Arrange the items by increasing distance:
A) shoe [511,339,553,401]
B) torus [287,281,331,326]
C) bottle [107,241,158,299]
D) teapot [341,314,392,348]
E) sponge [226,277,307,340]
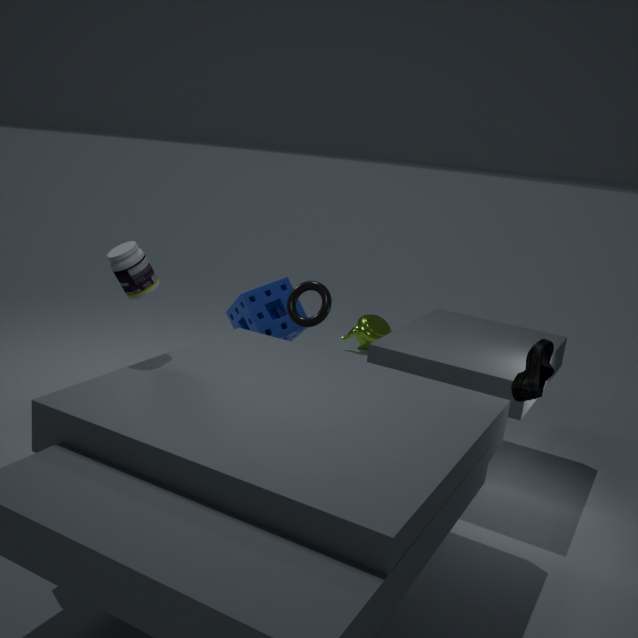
shoe [511,339,553,401], bottle [107,241,158,299], torus [287,281,331,326], sponge [226,277,307,340], teapot [341,314,392,348]
